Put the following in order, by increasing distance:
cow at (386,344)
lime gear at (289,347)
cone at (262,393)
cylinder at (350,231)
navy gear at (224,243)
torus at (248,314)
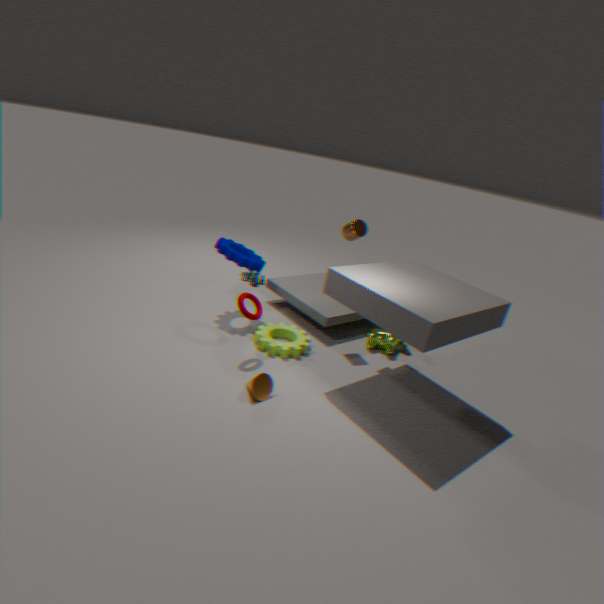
cone at (262,393) → torus at (248,314) → lime gear at (289,347) → cylinder at (350,231) → navy gear at (224,243) → cow at (386,344)
